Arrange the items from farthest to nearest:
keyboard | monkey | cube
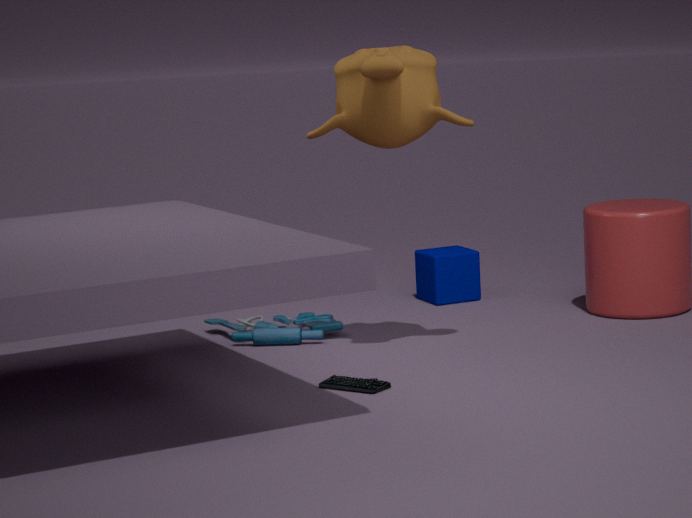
cube, monkey, keyboard
